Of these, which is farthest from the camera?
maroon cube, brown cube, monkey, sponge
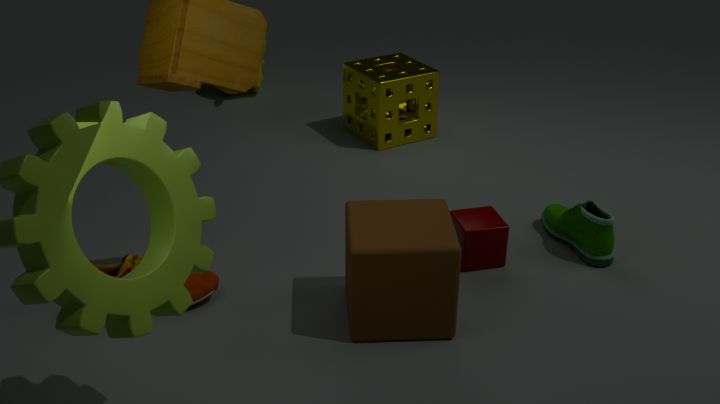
monkey
